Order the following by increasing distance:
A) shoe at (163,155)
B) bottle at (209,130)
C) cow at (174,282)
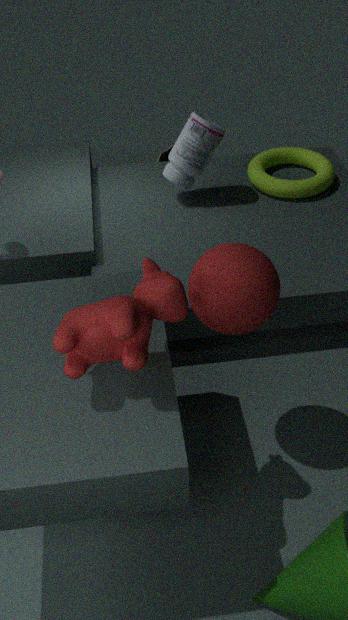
cow at (174,282)
bottle at (209,130)
shoe at (163,155)
